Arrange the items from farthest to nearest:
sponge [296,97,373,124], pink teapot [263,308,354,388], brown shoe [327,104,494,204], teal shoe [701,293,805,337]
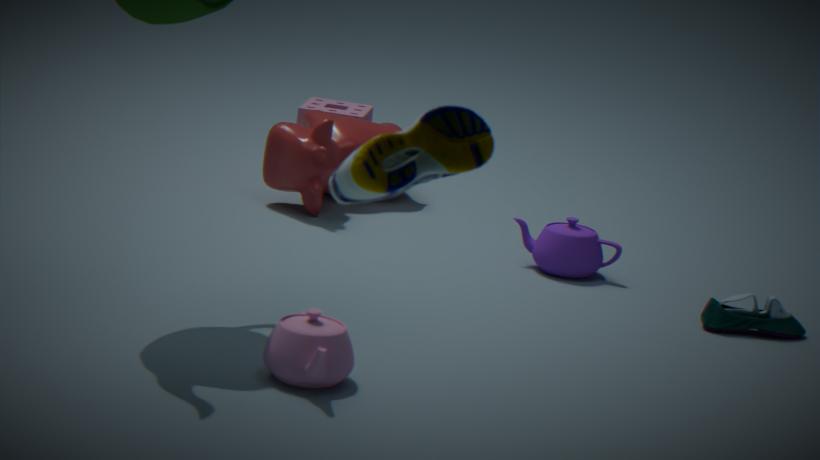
sponge [296,97,373,124]
teal shoe [701,293,805,337]
pink teapot [263,308,354,388]
brown shoe [327,104,494,204]
